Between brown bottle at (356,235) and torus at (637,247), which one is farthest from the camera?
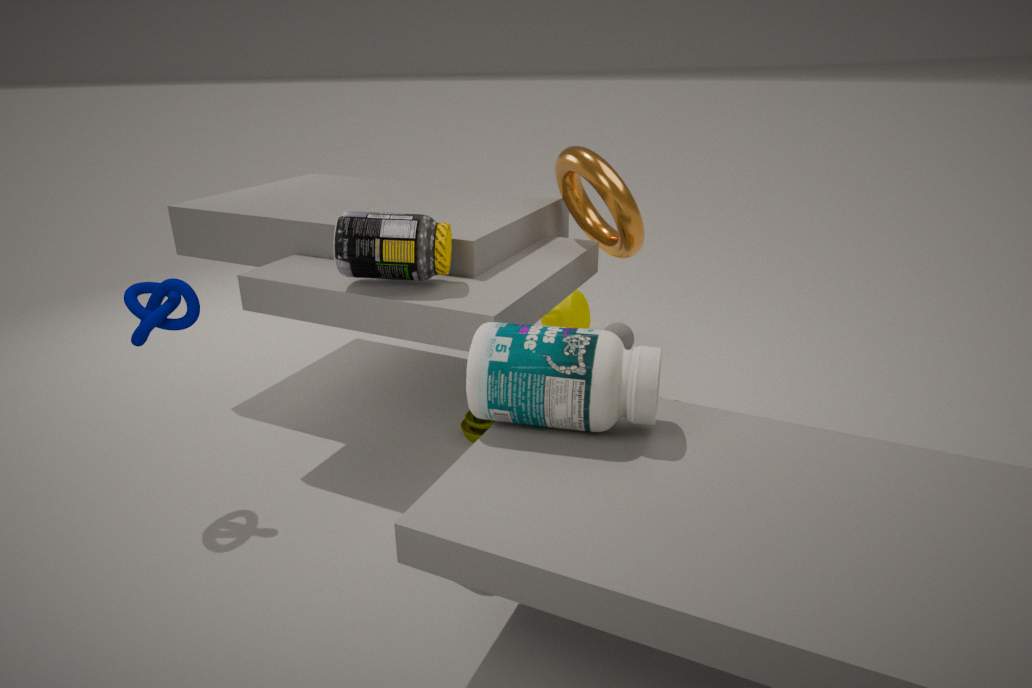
torus at (637,247)
